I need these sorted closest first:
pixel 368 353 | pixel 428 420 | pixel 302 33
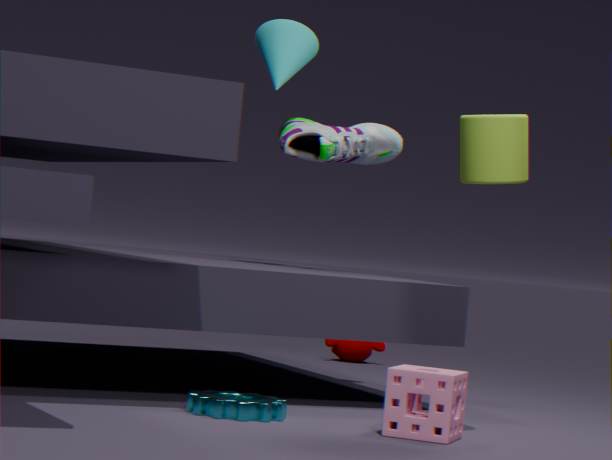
pixel 428 420 < pixel 302 33 < pixel 368 353
